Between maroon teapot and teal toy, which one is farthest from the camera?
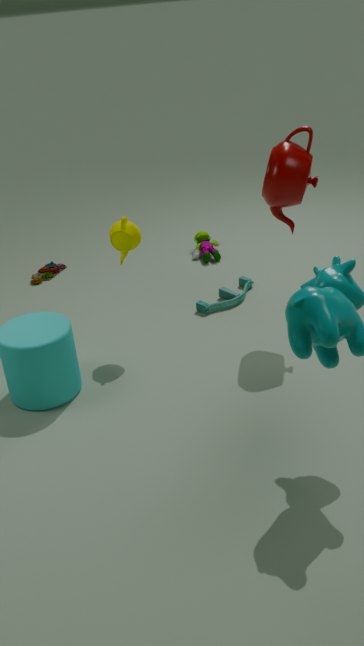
teal toy
